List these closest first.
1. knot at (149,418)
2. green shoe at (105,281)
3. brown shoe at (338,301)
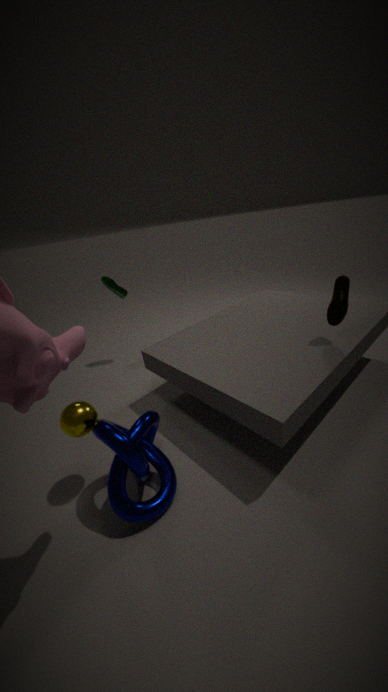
knot at (149,418) < brown shoe at (338,301) < green shoe at (105,281)
